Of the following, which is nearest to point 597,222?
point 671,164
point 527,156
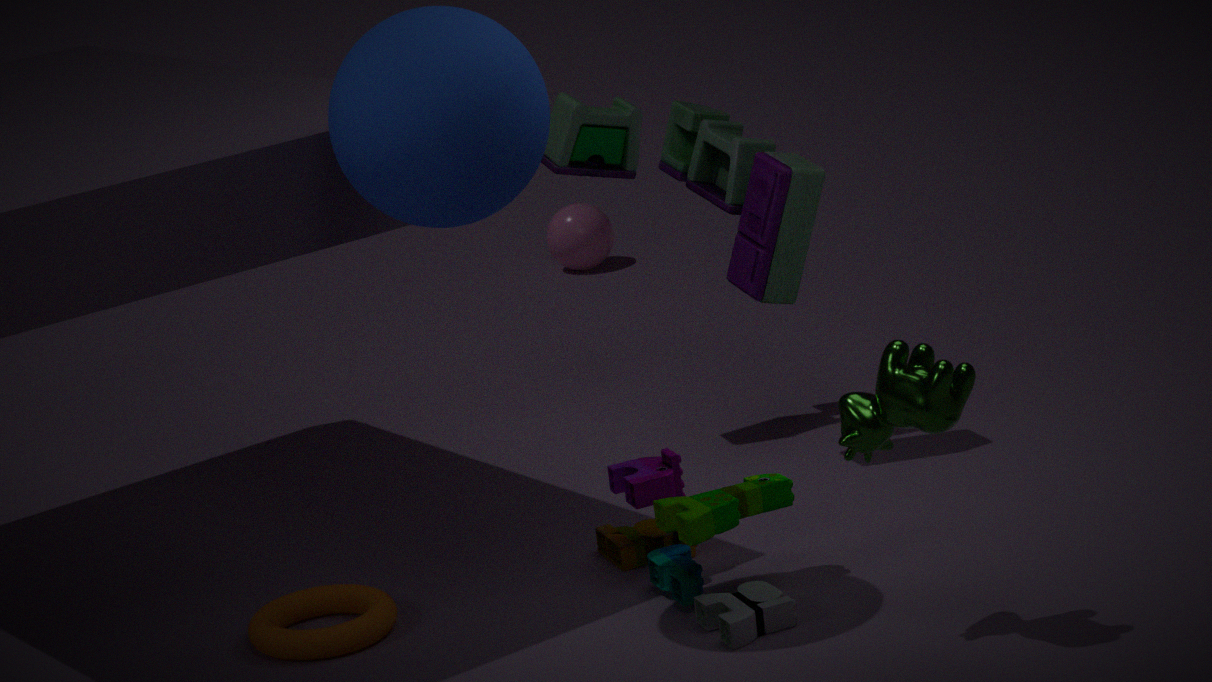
point 671,164
